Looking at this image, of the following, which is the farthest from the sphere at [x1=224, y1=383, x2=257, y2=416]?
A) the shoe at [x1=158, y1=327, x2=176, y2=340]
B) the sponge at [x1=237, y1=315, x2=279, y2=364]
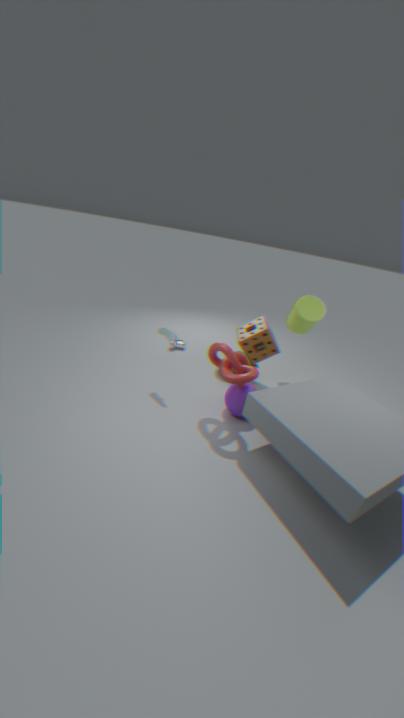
the shoe at [x1=158, y1=327, x2=176, y2=340]
